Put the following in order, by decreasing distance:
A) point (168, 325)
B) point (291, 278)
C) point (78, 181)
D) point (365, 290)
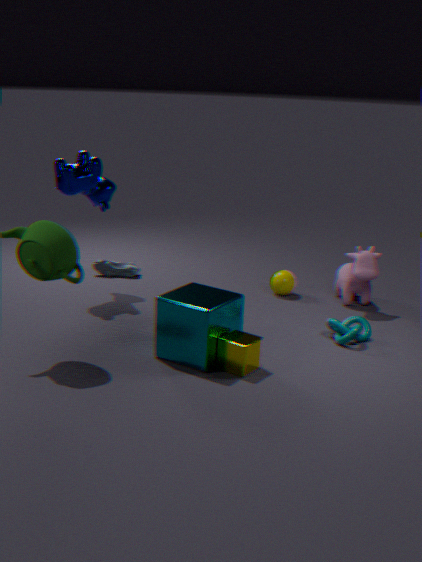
point (291, 278) < point (365, 290) < point (78, 181) < point (168, 325)
